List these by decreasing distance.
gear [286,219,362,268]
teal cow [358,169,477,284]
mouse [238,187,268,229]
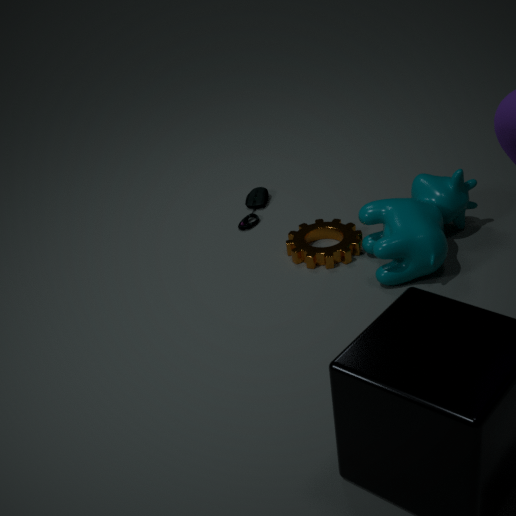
mouse [238,187,268,229] → gear [286,219,362,268] → teal cow [358,169,477,284]
